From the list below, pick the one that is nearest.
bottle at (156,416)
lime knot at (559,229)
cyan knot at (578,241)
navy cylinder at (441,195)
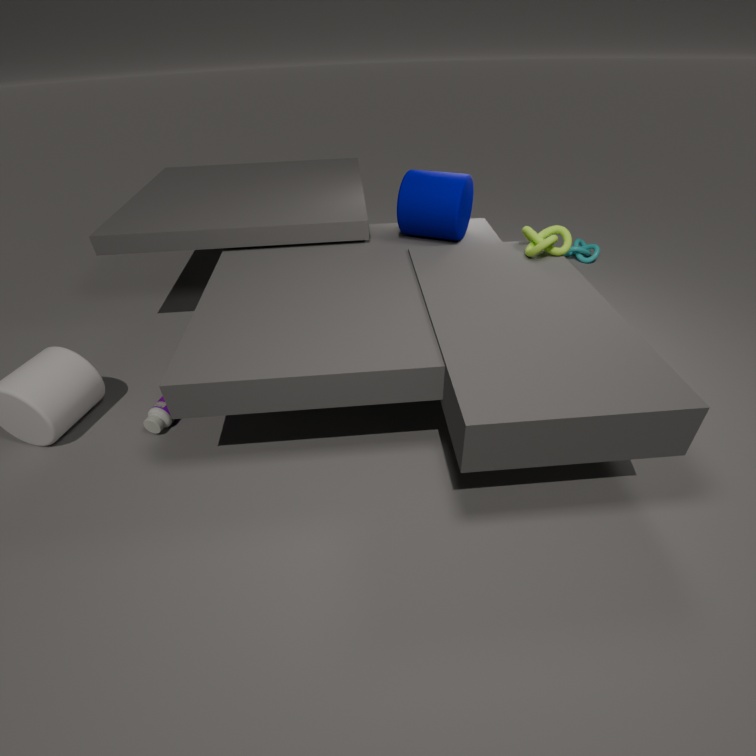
bottle at (156,416)
